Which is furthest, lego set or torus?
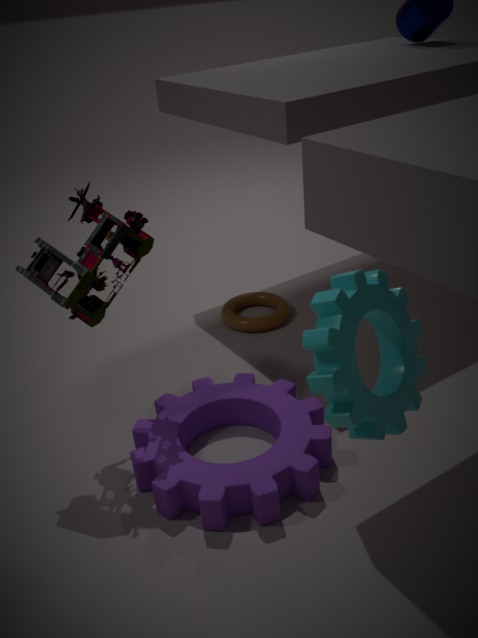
torus
